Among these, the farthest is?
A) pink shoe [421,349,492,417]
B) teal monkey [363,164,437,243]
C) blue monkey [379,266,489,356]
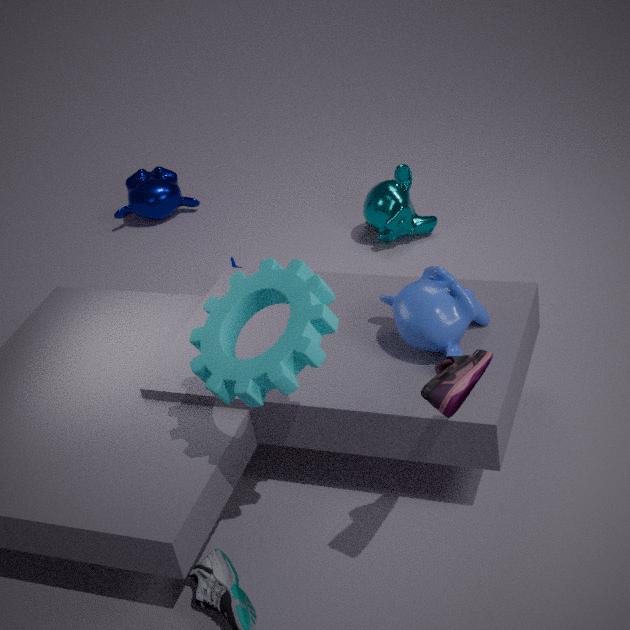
teal monkey [363,164,437,243]
